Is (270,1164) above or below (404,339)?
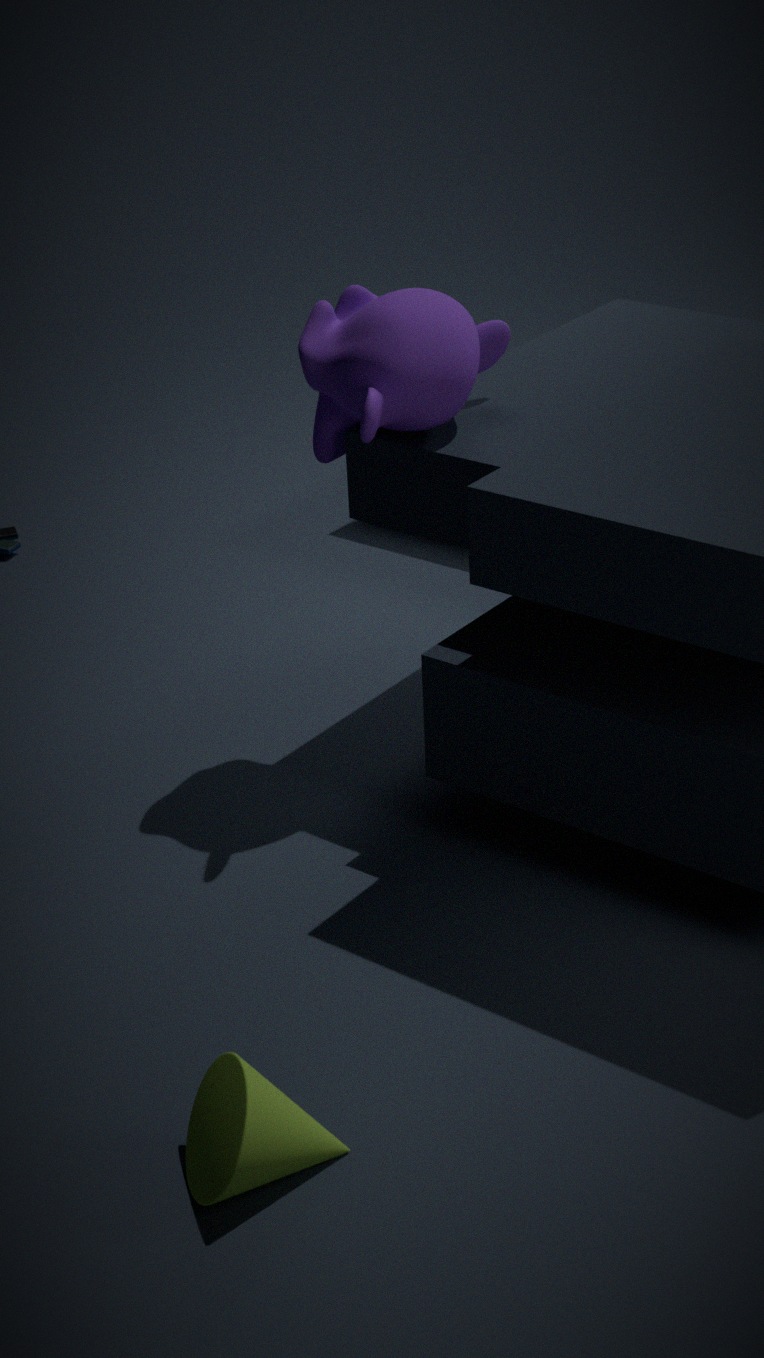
below
